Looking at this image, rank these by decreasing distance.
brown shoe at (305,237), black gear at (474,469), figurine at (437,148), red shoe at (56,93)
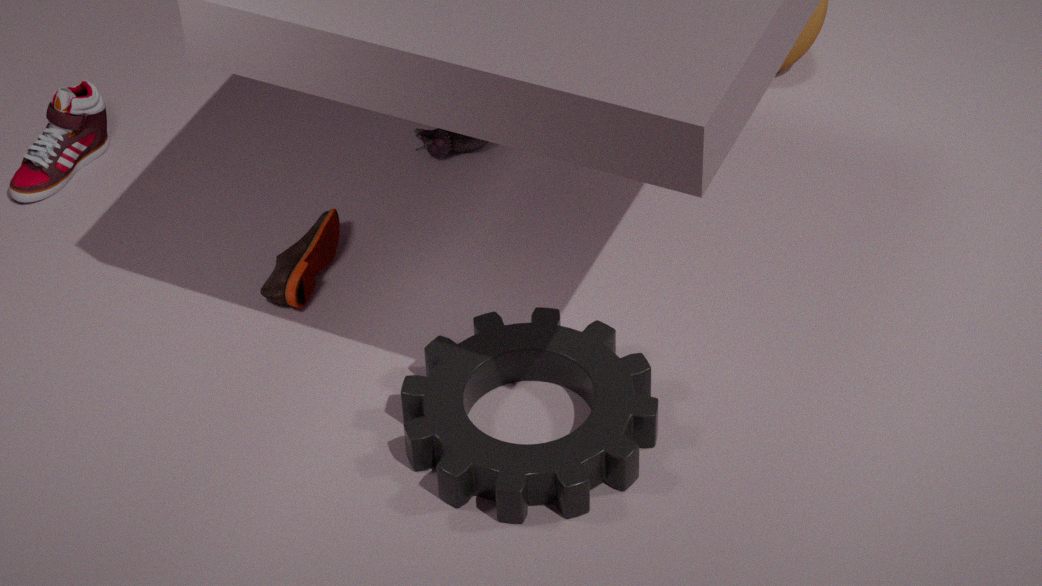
figurine at (437,148) < red shoe at (56,93) < brown shoe at (305,237) < black gear at (474,469)
